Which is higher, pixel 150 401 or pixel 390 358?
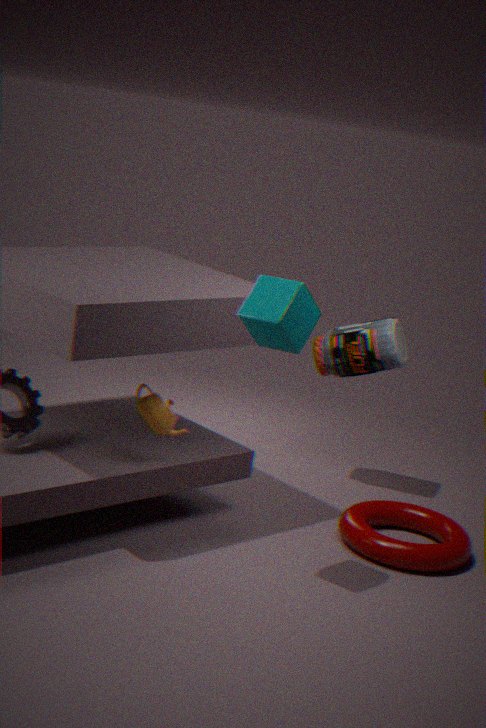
pixel 390 358
